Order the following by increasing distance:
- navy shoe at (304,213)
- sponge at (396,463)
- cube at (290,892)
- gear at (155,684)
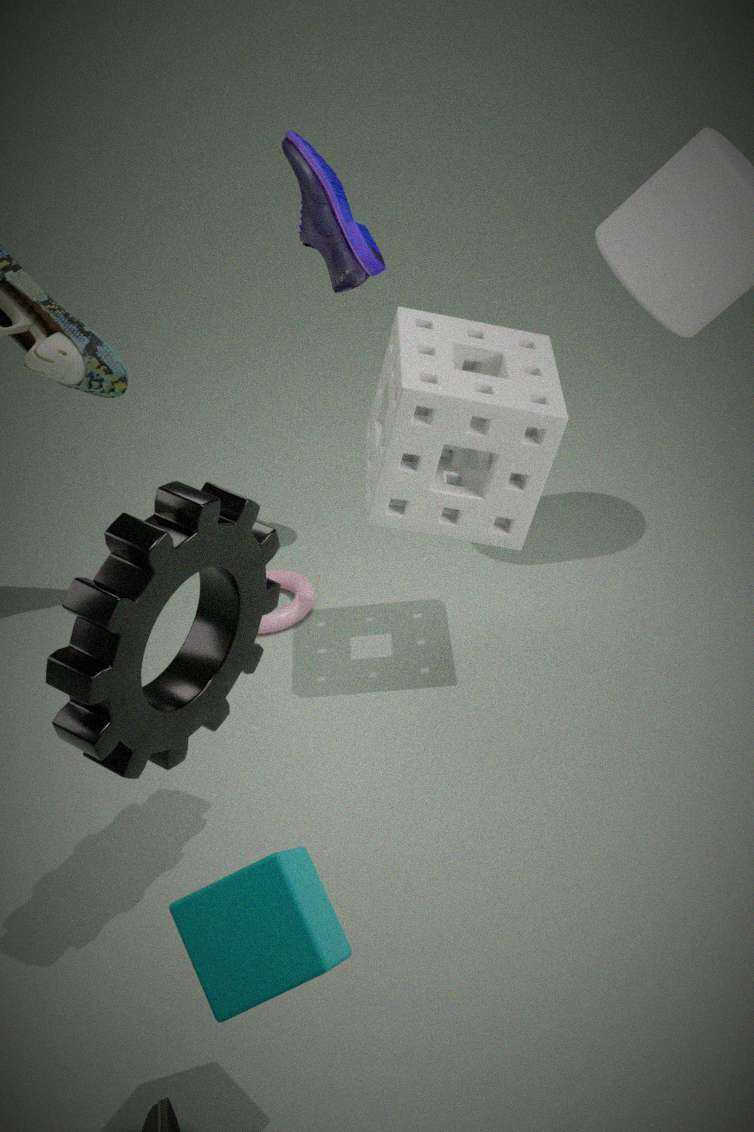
cube at (290,892)
gear at (155,684)
sponge at (396,463)
navy shoe at (304,213)
